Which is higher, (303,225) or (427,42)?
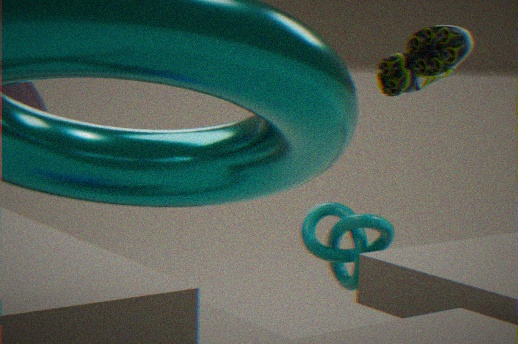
(427,42)
